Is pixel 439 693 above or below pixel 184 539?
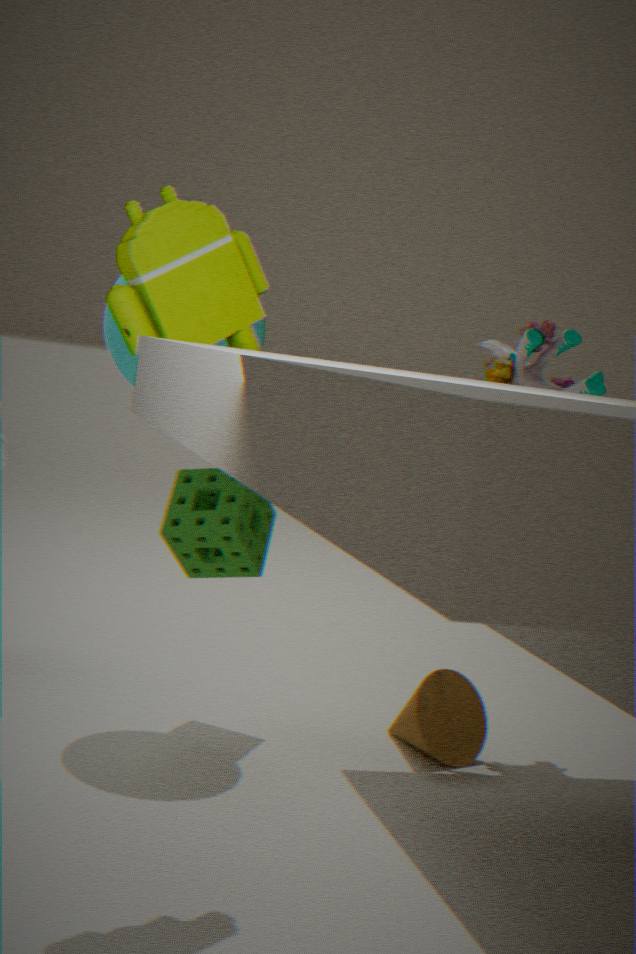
below
